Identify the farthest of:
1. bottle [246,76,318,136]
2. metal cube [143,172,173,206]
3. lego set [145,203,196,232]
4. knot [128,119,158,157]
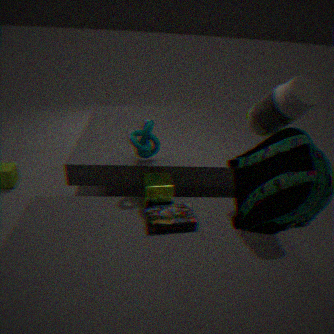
knot [128,119,158,157]
